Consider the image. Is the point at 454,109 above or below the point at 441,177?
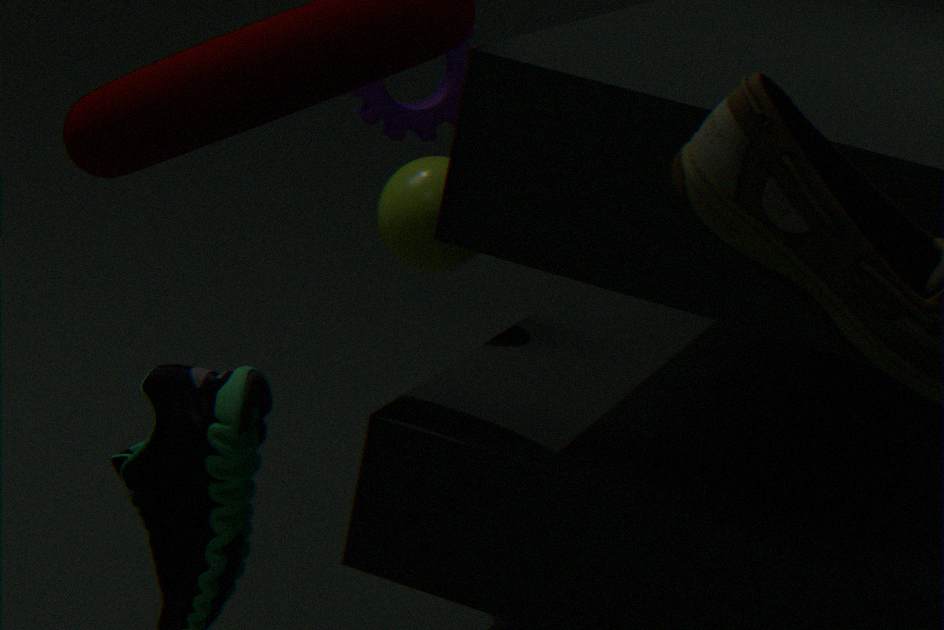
above
